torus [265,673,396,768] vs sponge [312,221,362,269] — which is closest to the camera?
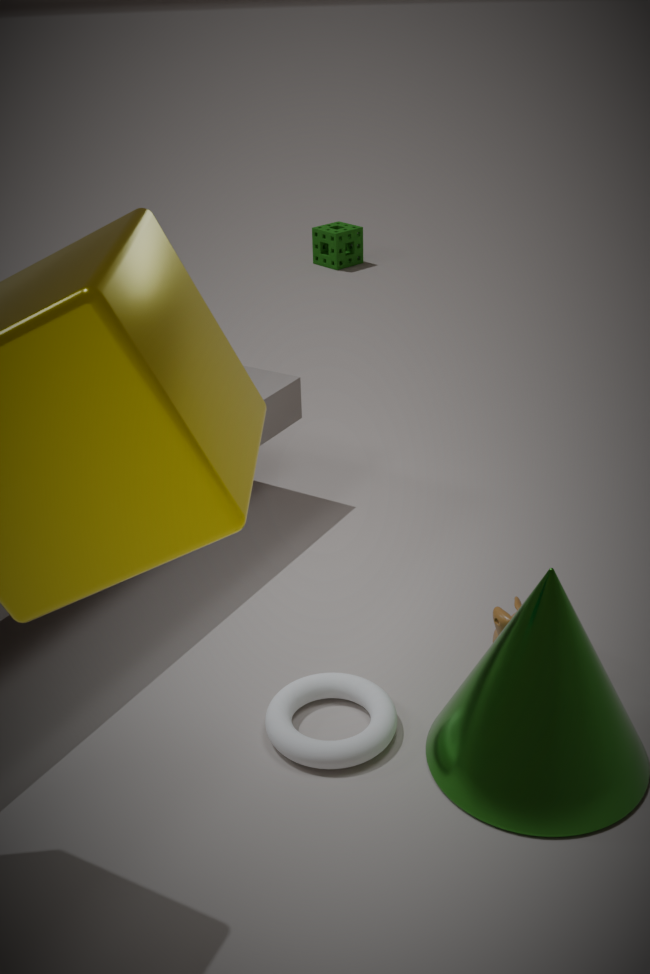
torus [265,673,396,768]
